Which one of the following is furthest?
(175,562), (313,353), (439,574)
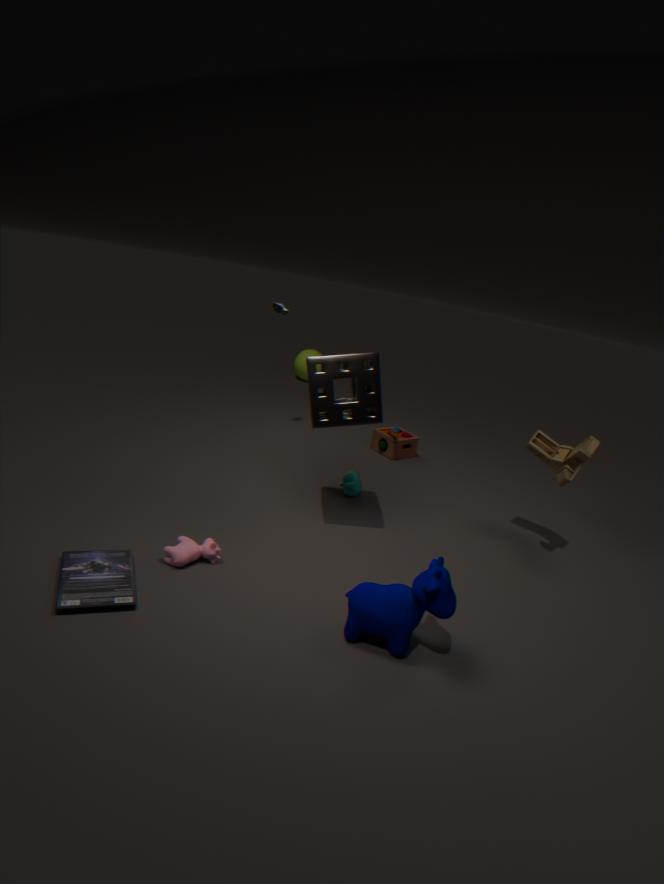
(313,353)
